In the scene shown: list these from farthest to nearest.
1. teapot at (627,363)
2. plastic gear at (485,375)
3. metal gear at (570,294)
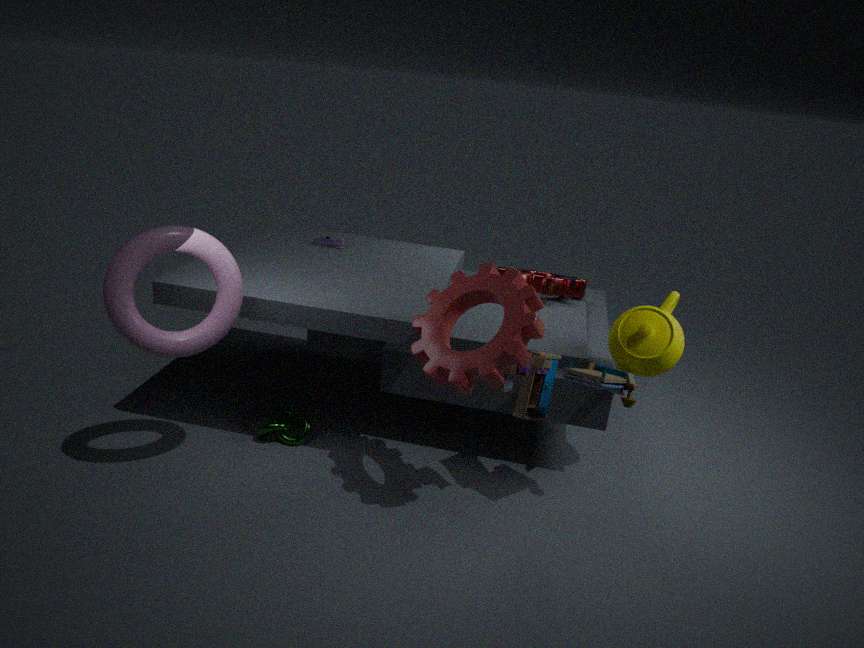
metal gear at (570,294), teapot at (627,363), plastic gear at (485,375)
